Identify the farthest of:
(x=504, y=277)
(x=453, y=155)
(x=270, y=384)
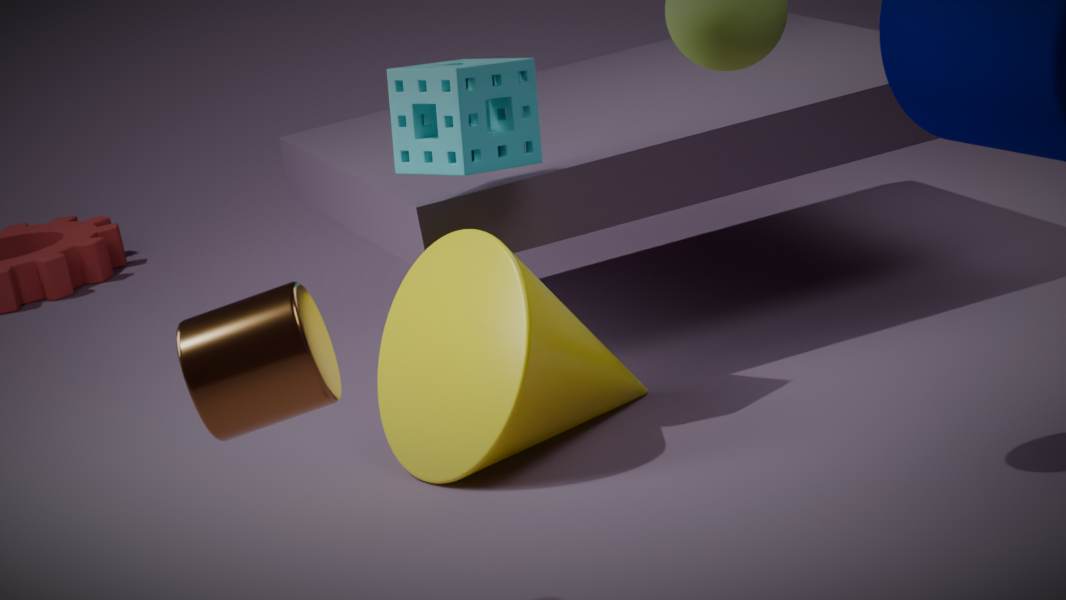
(x=453, y=155)
